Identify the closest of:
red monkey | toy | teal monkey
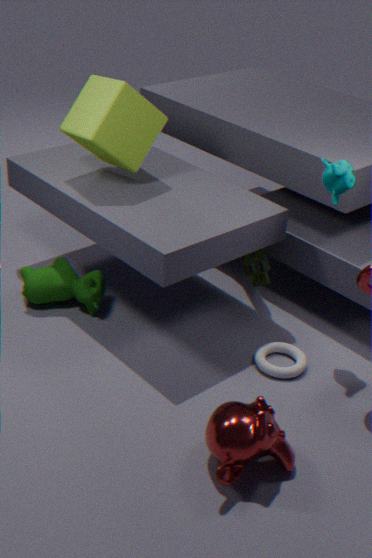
red monkey
